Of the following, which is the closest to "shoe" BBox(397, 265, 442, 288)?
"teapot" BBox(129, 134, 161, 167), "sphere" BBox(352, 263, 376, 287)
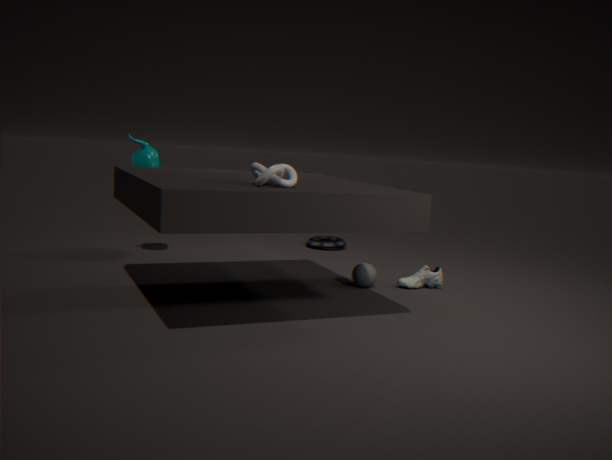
"sphere" BBox(352, 263, 376, 287)
